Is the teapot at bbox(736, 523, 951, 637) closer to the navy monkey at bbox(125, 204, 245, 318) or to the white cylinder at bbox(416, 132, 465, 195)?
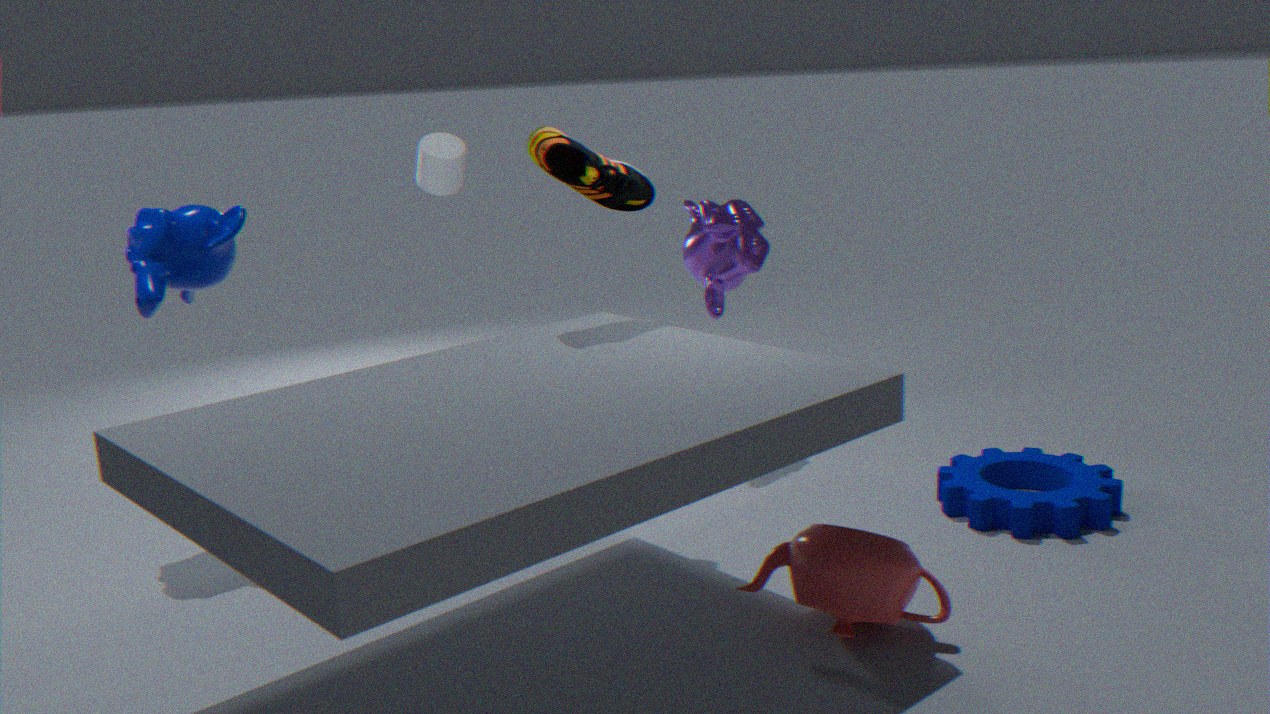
the navy monkey at bbox(125, 204, 245, 318)
